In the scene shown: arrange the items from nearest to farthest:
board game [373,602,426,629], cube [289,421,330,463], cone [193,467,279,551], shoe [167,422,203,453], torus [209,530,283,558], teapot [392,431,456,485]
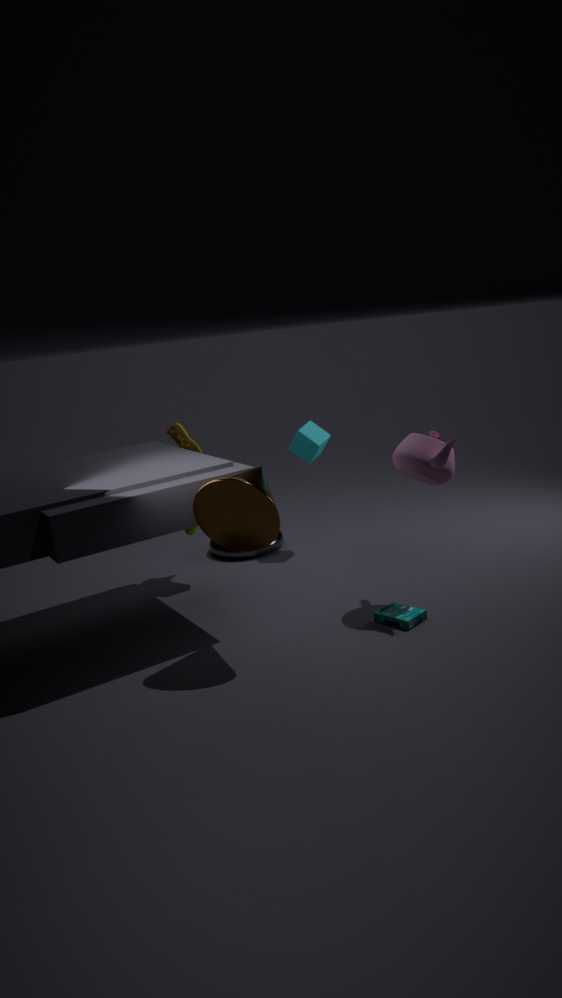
cone [193,467,279,551] < teapot [392,431,456,485] < board game [373,602,426,629] < shoe [167,422,203,453] < cube [289,421,330,463] < torus [209,530,283,558]
